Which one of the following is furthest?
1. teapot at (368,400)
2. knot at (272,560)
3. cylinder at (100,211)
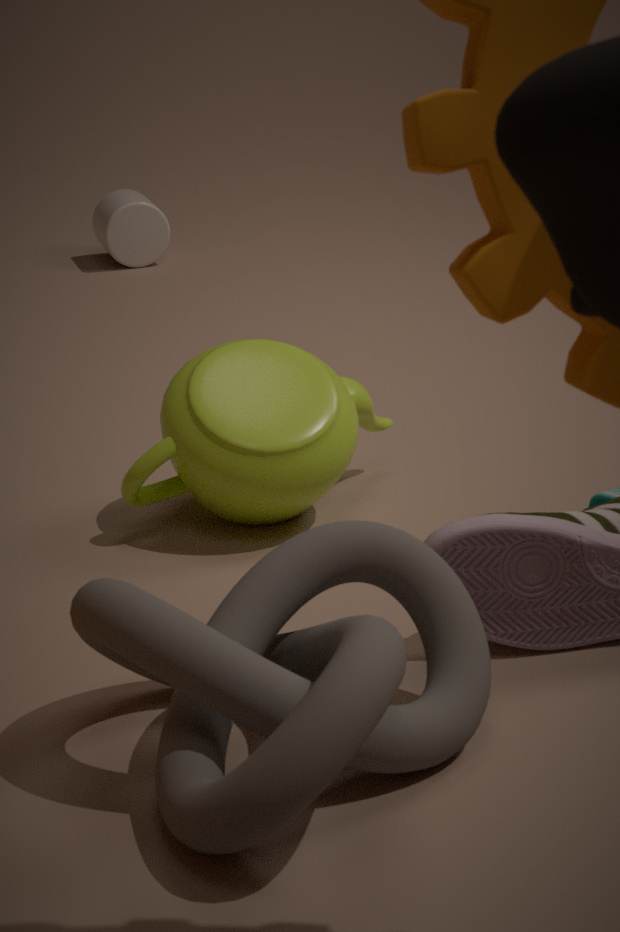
cylinder at (100,211)
